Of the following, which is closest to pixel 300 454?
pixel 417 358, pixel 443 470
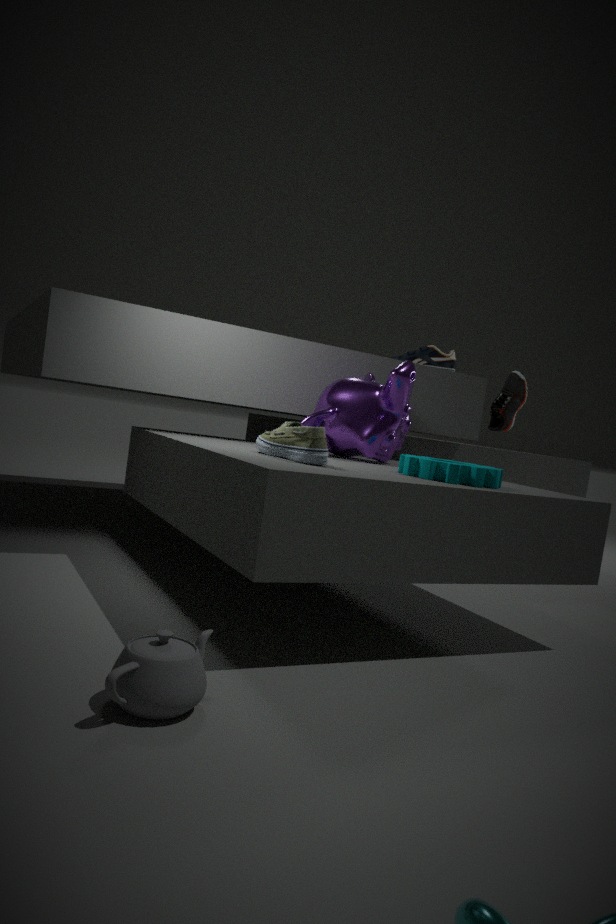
pixel 443 470
